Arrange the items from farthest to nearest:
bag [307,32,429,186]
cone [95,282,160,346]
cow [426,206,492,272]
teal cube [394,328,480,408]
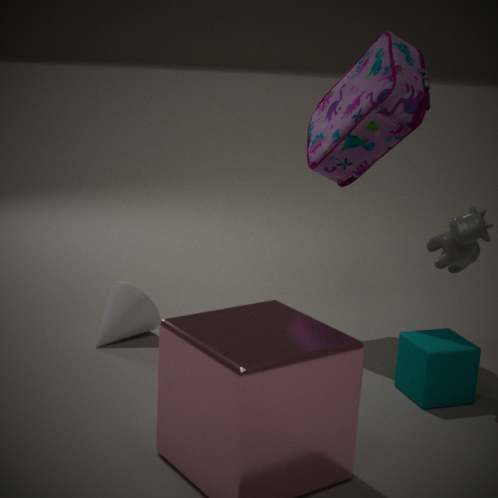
cone [95,282,160,346] < bag [307,32,429,186] < teal cube [394,328,480,408] < cow [426,206,492,272]
